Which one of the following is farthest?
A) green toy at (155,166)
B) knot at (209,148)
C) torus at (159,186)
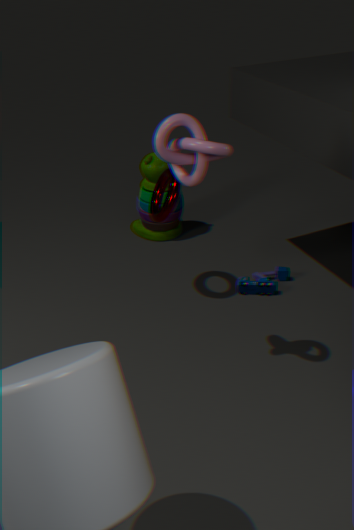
green toy at (155,166)
